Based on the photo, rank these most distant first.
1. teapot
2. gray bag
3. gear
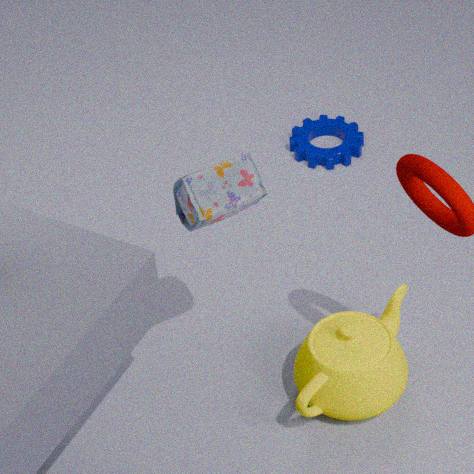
gear
teapot
gray bag
